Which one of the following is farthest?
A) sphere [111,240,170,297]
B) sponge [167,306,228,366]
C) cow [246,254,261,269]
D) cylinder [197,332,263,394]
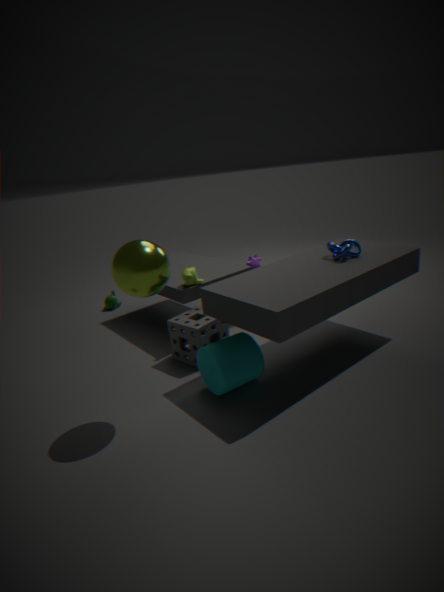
cow [246,254,261,269]
